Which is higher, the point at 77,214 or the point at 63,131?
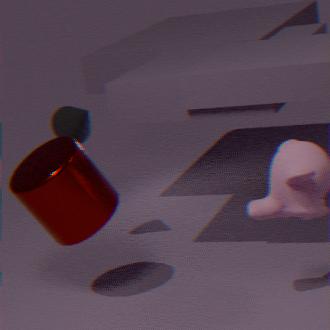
the point at 63,131
